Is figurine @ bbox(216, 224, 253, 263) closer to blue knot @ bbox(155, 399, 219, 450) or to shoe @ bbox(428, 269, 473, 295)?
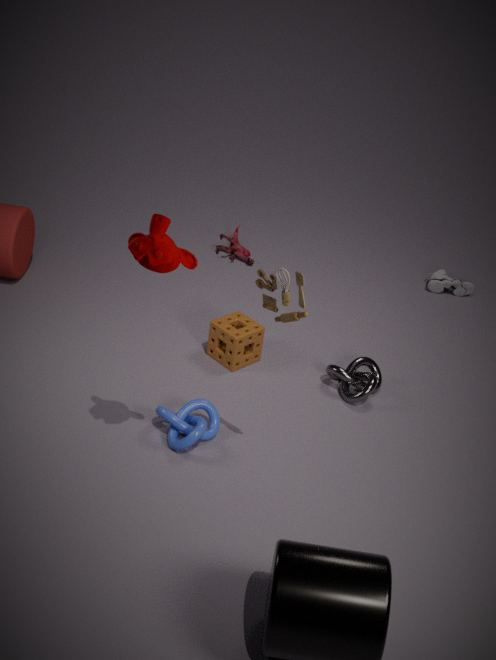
shoe @ bbox(428, 269, 473, 295)
